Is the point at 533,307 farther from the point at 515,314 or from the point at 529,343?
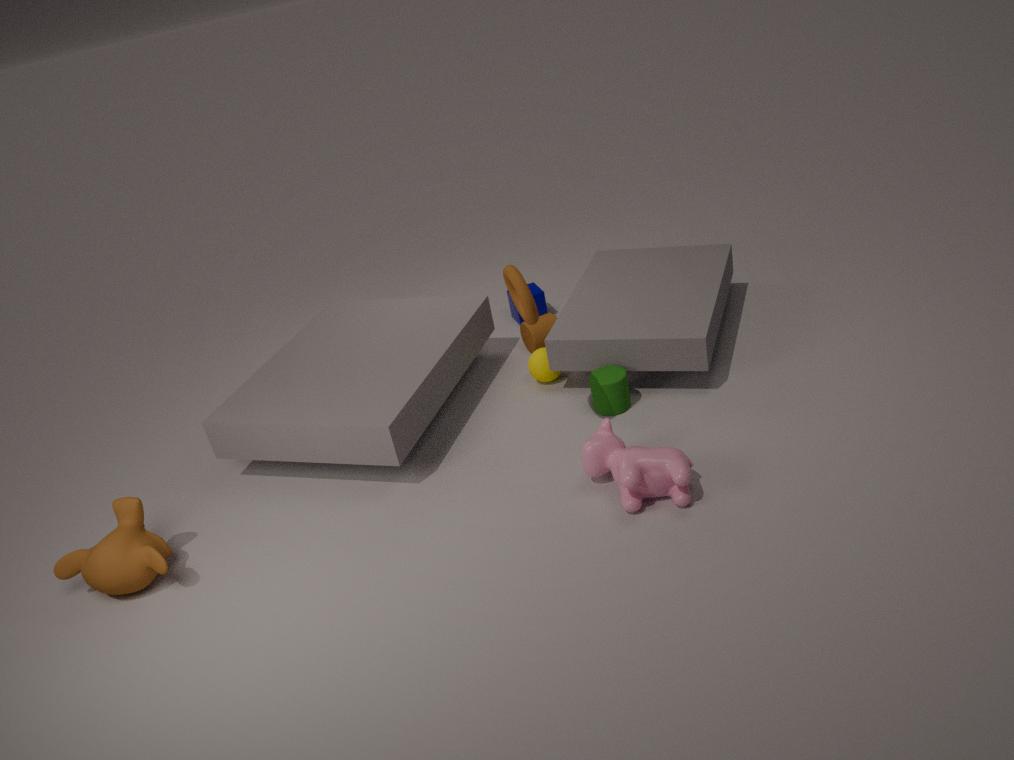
the point at 515,314
